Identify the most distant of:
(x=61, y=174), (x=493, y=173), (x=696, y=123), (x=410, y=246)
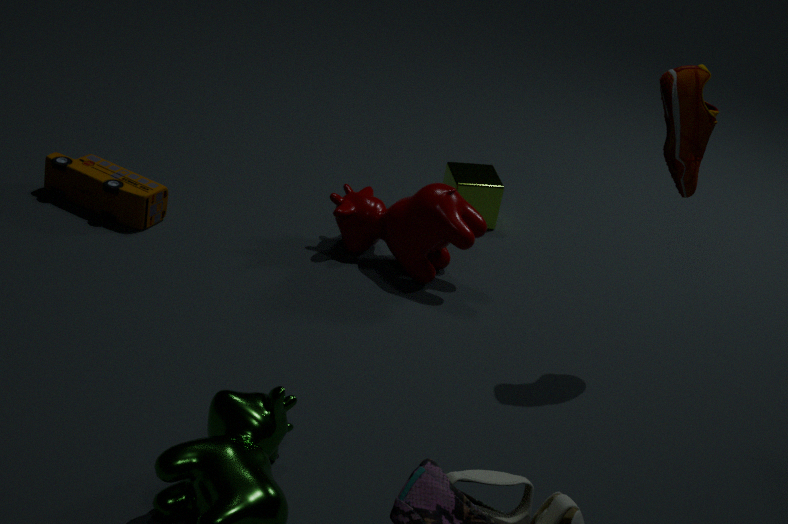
(x=493, y=173)
